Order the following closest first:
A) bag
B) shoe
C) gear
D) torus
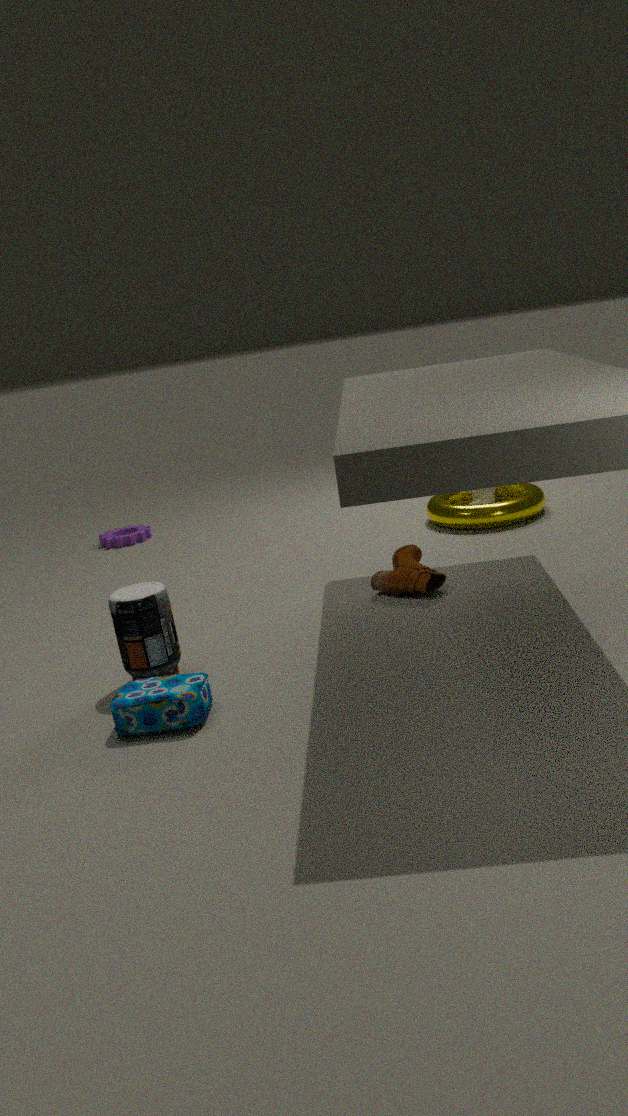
bag, shoe, torus, gear
